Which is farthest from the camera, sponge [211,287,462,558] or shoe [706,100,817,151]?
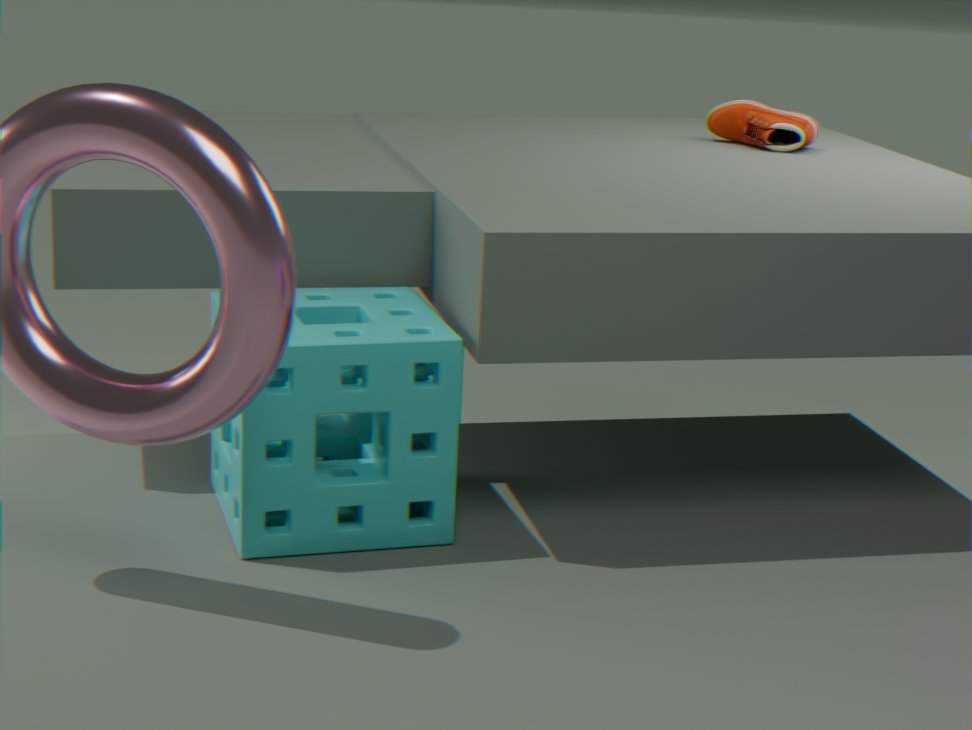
shoe [706,100,817,151]
